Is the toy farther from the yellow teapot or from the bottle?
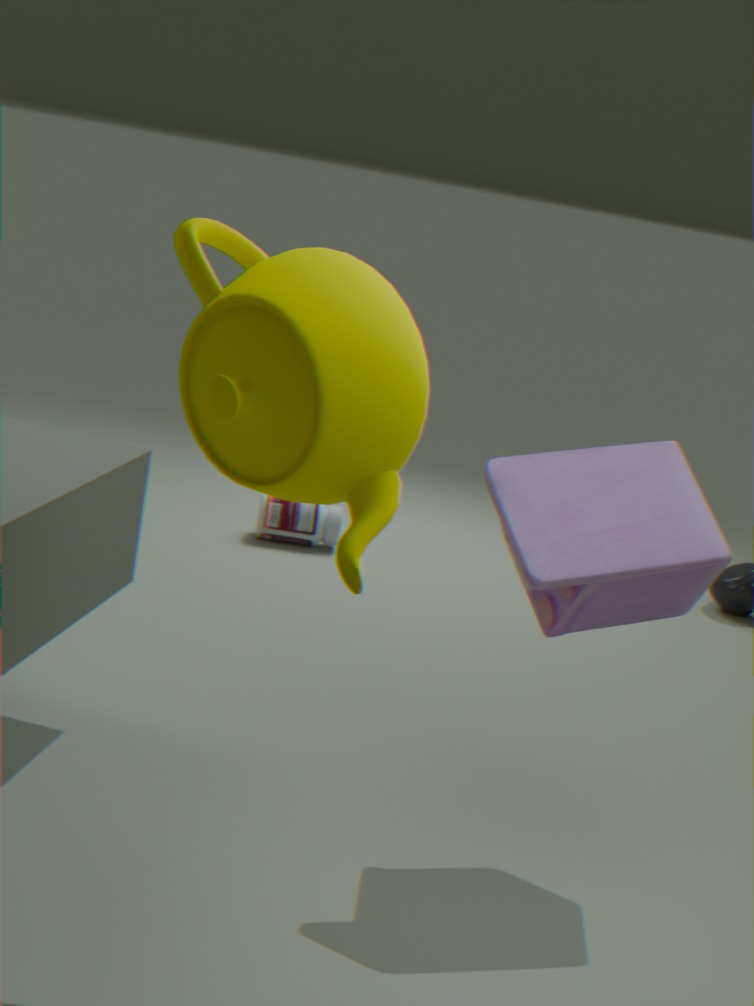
the bottle
